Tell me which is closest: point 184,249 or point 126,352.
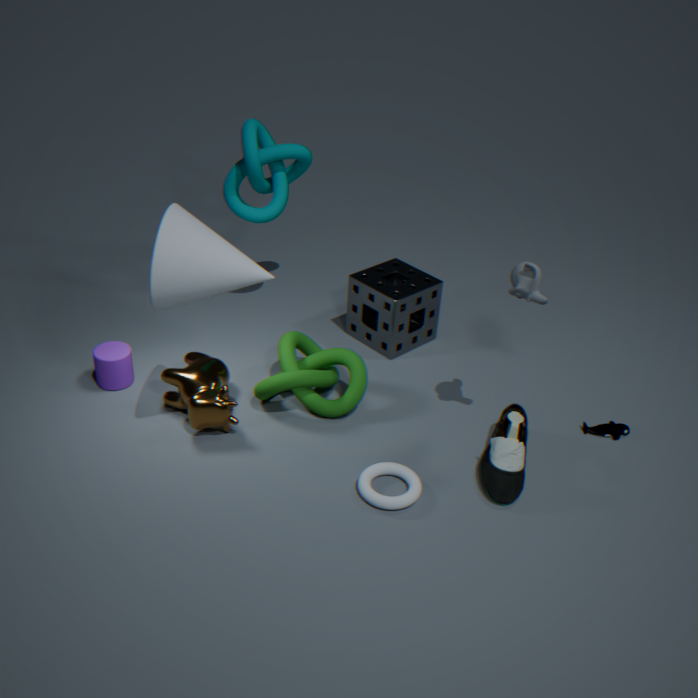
point 184,249
